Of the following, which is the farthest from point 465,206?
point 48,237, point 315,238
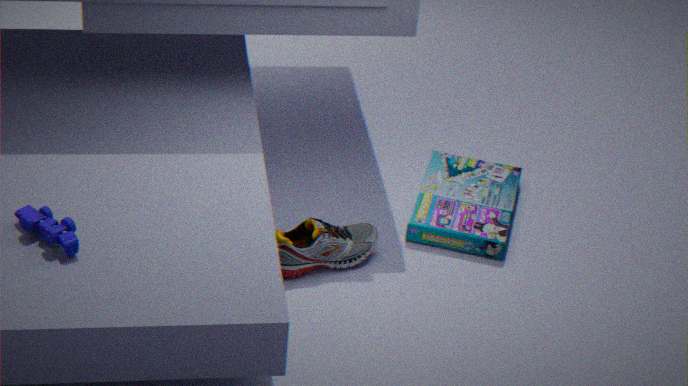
point 48,237
